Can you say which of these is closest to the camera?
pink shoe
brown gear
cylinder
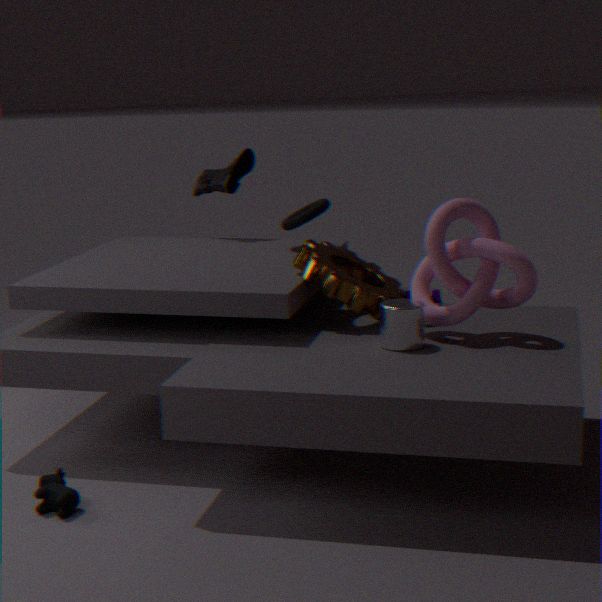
cylinder
